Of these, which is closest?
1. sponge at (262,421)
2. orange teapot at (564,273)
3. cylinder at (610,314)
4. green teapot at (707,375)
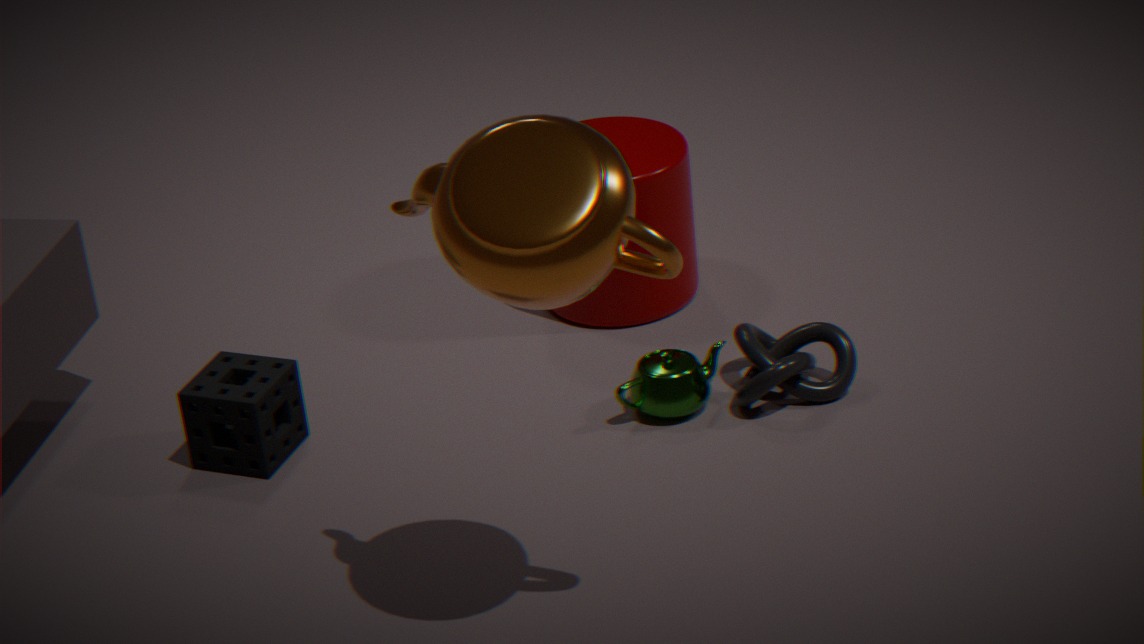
orange teapot at (564,273)
